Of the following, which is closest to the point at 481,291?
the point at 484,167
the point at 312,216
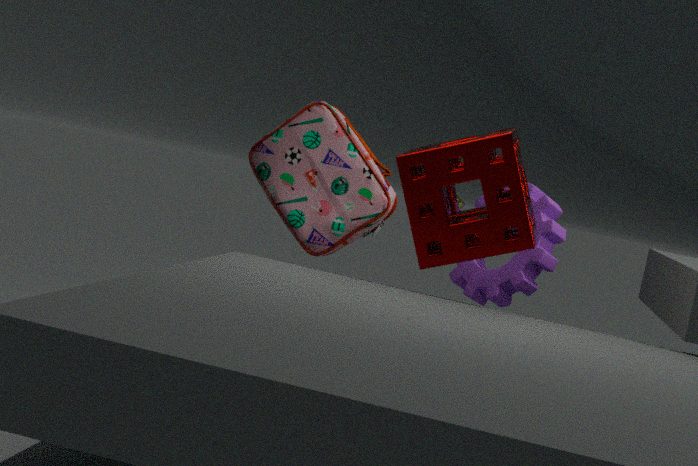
the point at 312,216
